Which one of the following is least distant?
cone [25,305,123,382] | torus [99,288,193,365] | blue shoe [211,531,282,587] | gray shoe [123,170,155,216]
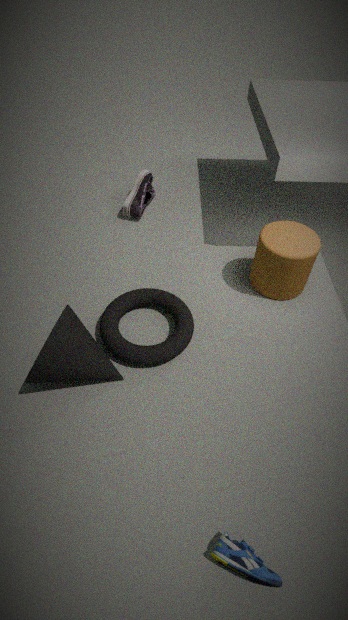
blue shoe [211,531,282,587]
